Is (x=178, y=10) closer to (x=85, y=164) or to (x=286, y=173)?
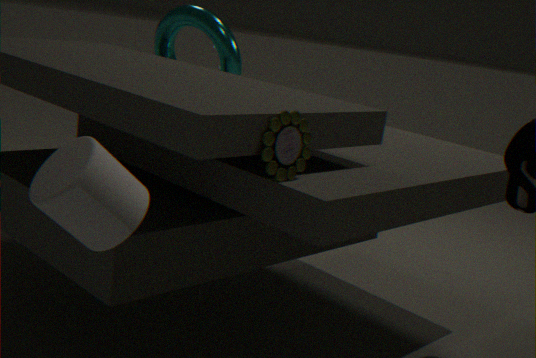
(x=286, y=173)
